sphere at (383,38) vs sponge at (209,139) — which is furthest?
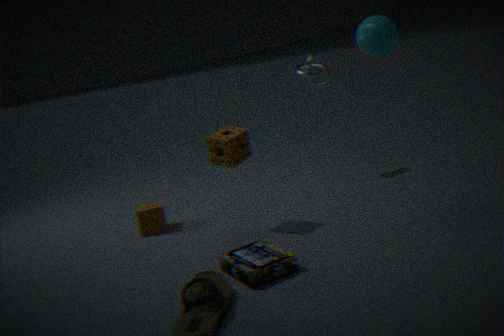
sponge at (209,139)
